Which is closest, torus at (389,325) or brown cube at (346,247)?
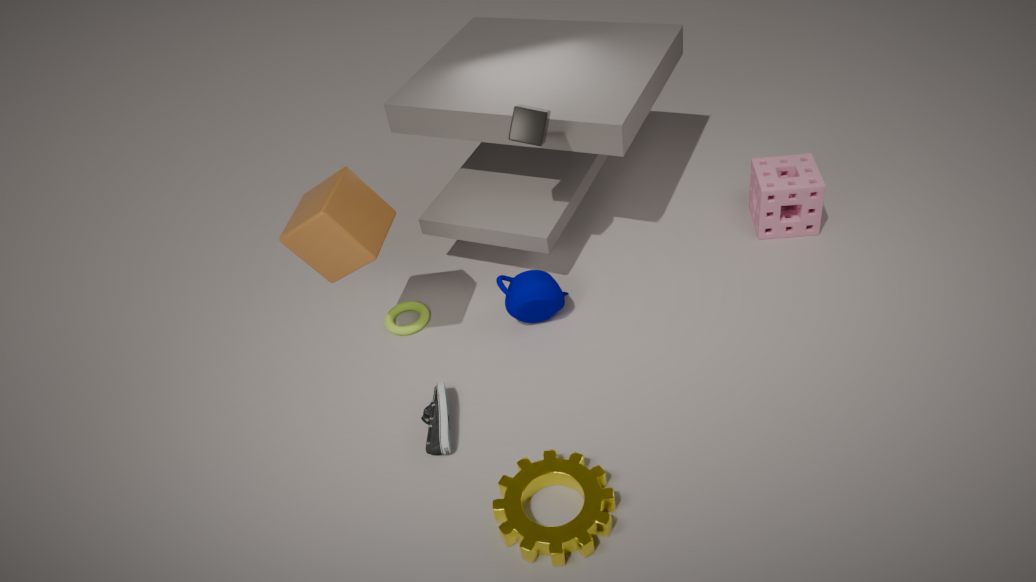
brown cube at (346,247)
